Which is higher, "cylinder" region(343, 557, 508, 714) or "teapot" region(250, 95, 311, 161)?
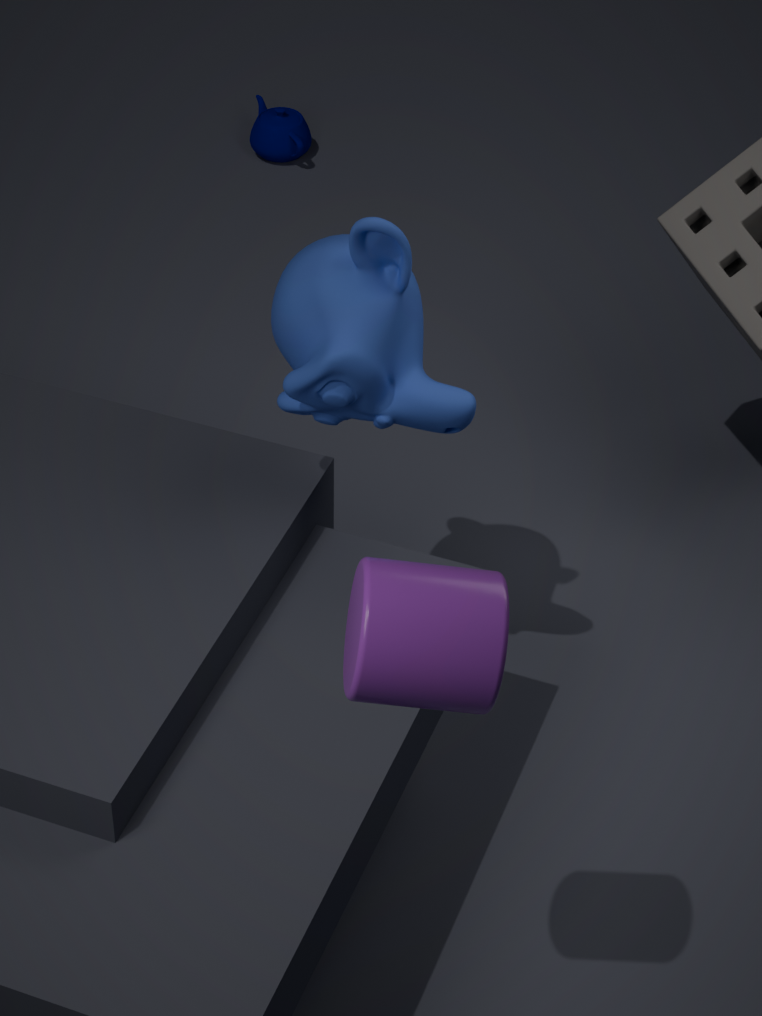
"cylinder" region(343, 557, 508, 714)
